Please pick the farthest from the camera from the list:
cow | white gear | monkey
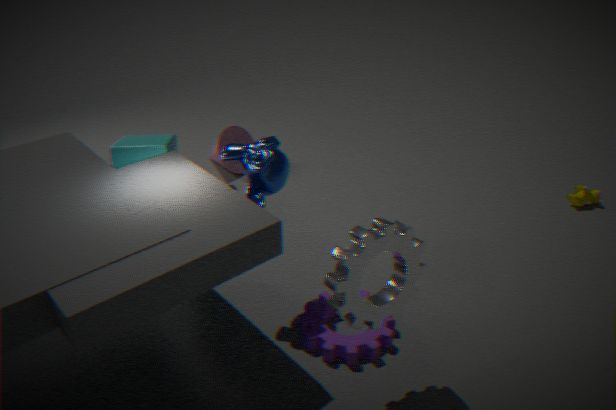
cow
